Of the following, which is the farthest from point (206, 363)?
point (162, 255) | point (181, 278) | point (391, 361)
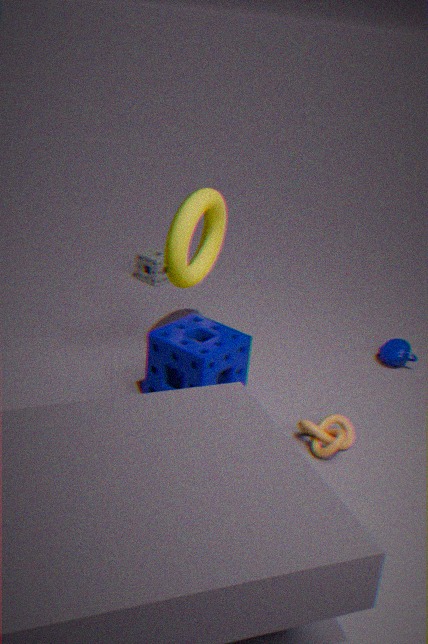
point (162, 255)
